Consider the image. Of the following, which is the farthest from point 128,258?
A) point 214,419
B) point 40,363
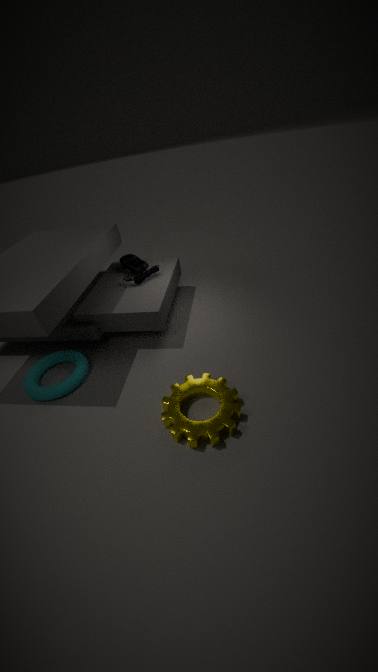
point 214,419
